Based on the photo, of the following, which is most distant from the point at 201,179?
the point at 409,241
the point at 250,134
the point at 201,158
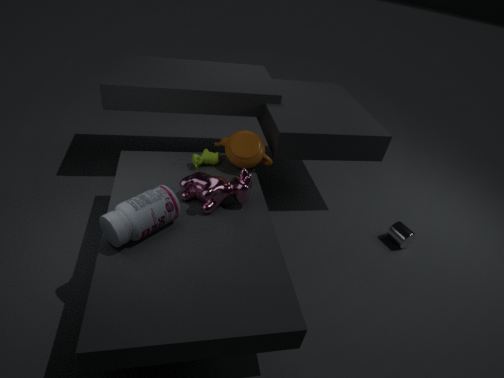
the point at 409,241
